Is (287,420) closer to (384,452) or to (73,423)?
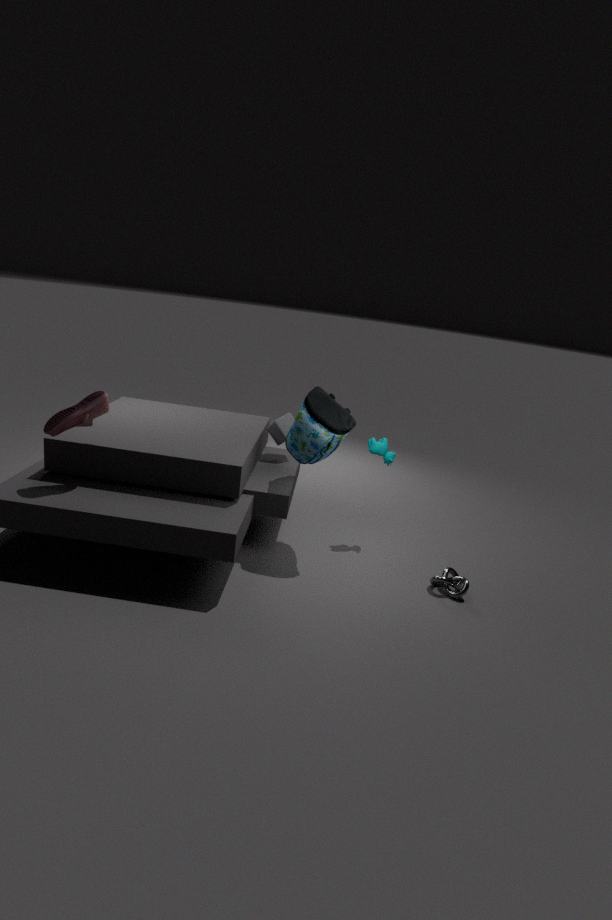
(384,452)
